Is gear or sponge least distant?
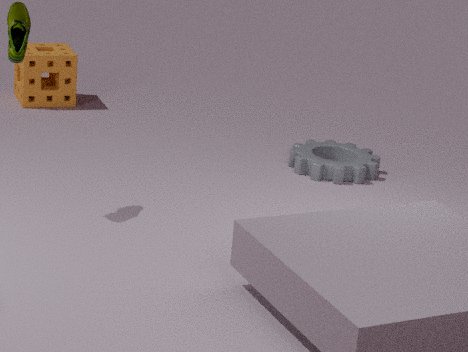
gear
